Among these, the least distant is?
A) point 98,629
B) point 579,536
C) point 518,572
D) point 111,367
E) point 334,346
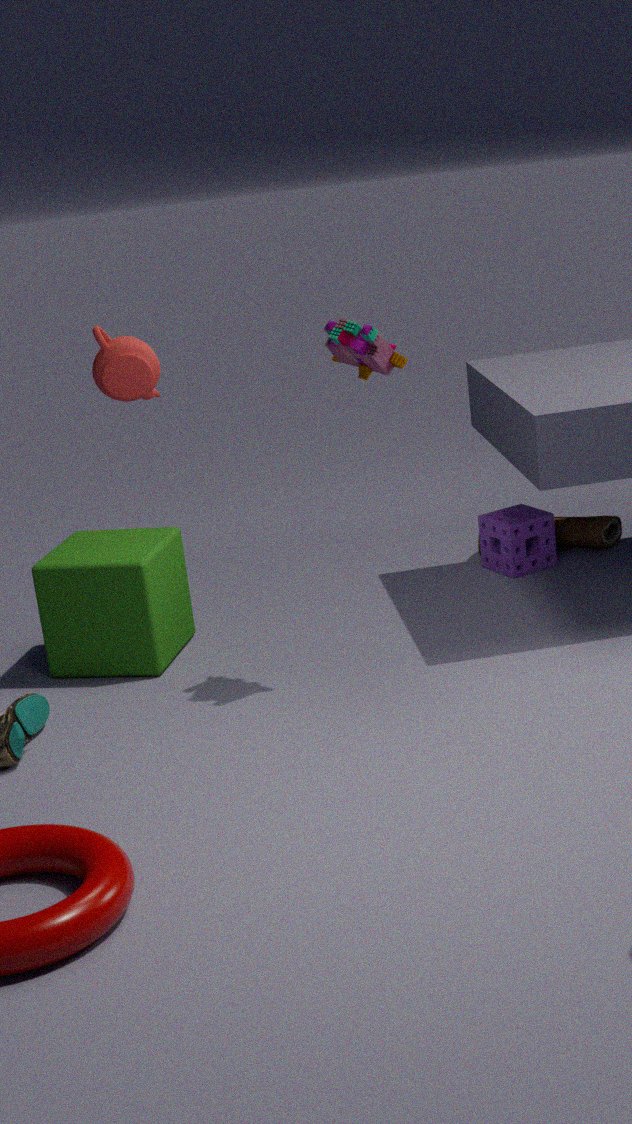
point 111,367
